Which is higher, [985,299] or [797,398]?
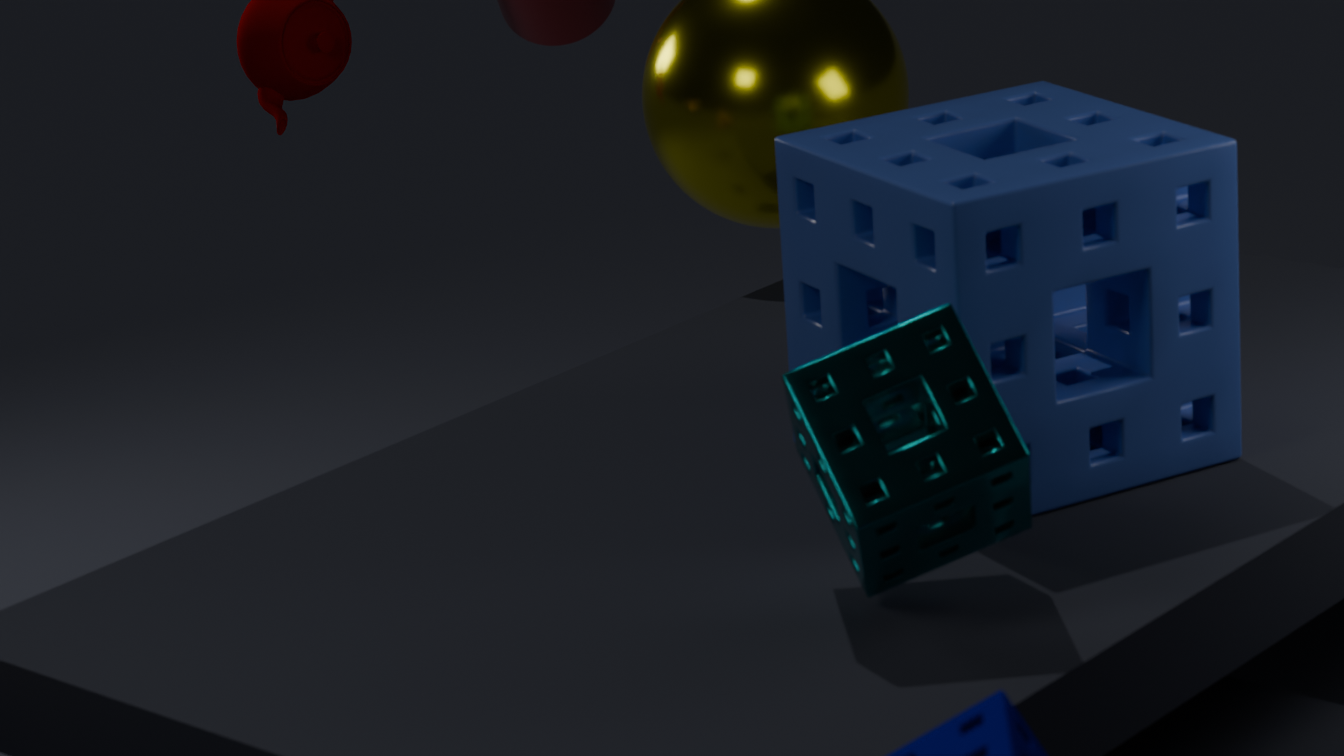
[985,299]
